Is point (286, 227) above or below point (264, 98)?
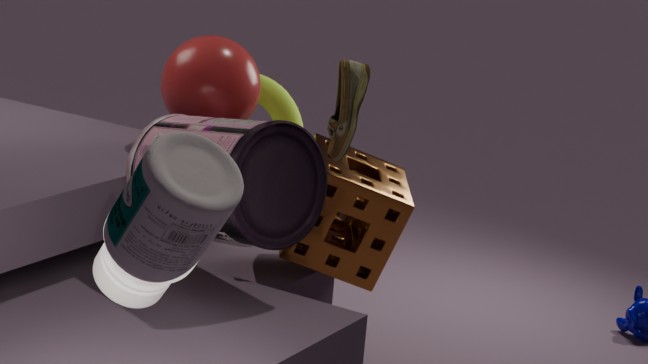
above
